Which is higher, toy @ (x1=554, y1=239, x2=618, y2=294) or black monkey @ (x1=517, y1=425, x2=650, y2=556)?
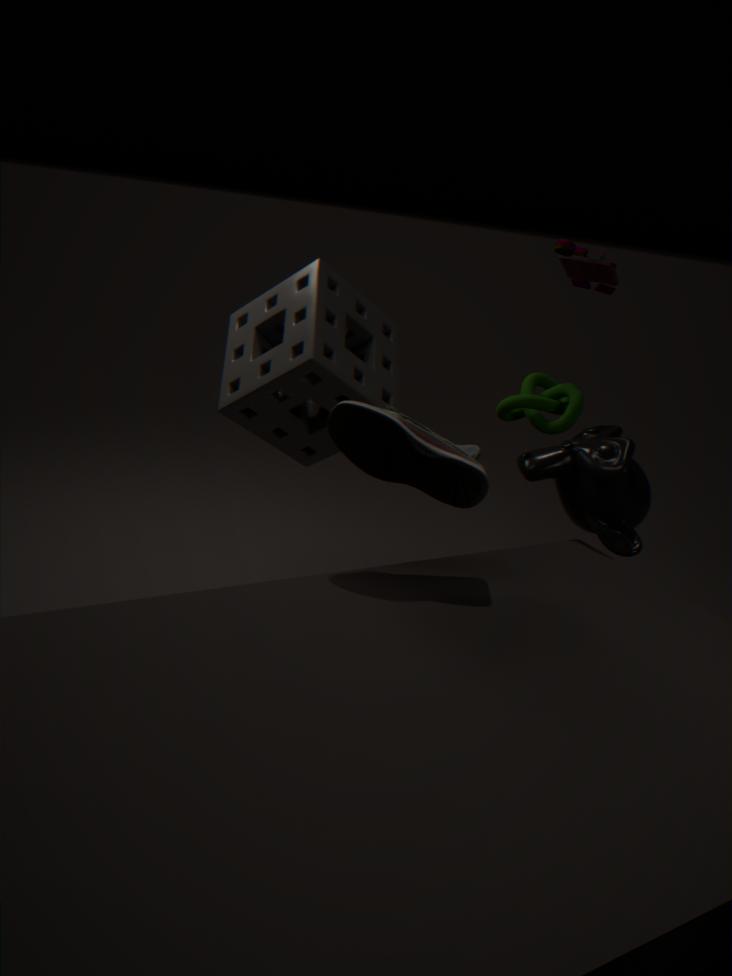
toy @ (x1=554, y1=239, x2=618, y2=294)
